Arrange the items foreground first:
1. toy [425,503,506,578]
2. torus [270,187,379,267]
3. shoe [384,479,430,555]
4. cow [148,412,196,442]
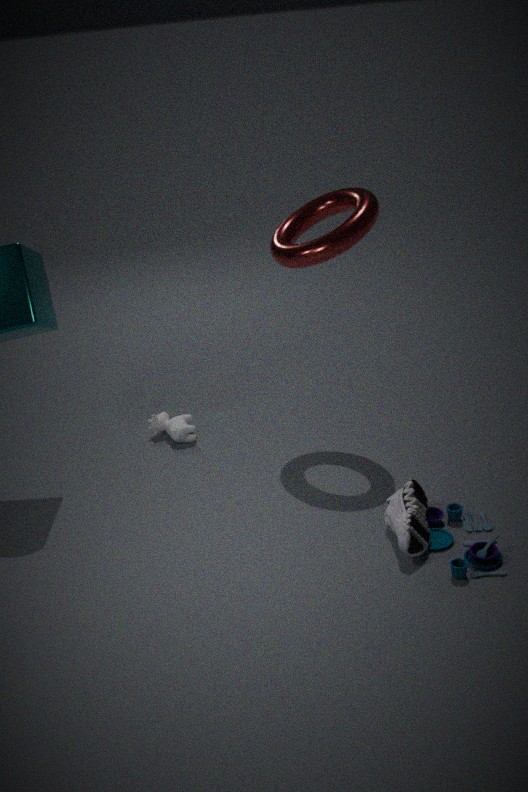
toy [425,503,506,578]
shoe [384,479,430,555]
torus [270,187,379,267]
cow [148,412,196,442]
